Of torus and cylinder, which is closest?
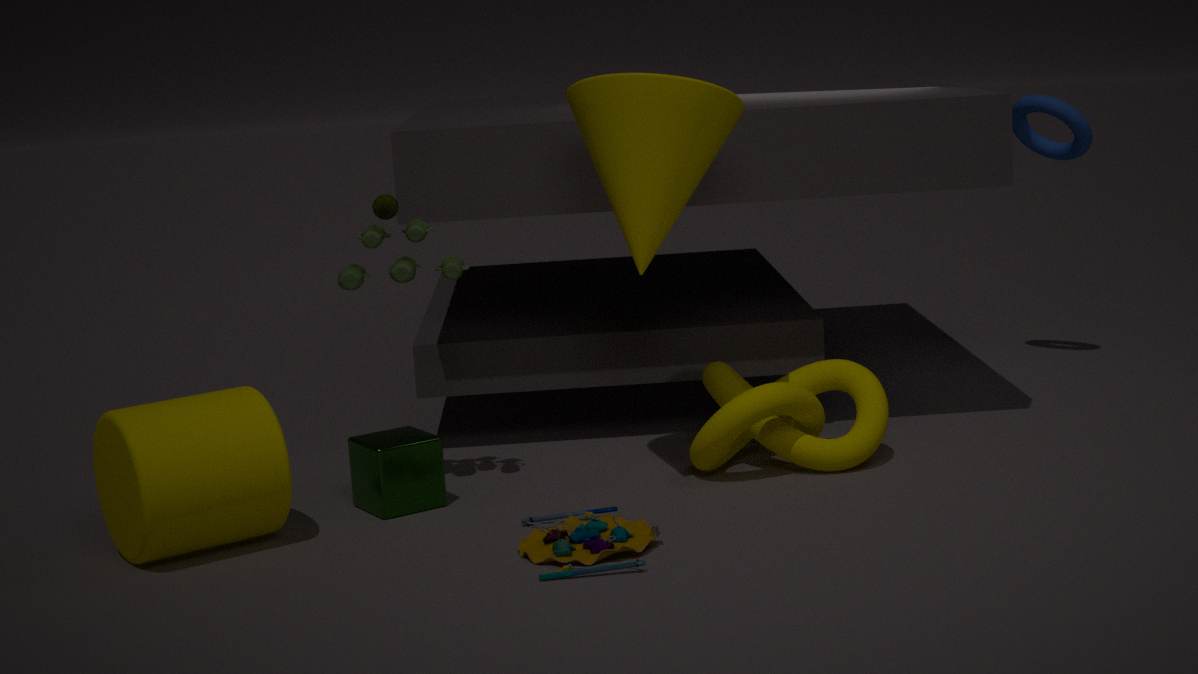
cylinder
